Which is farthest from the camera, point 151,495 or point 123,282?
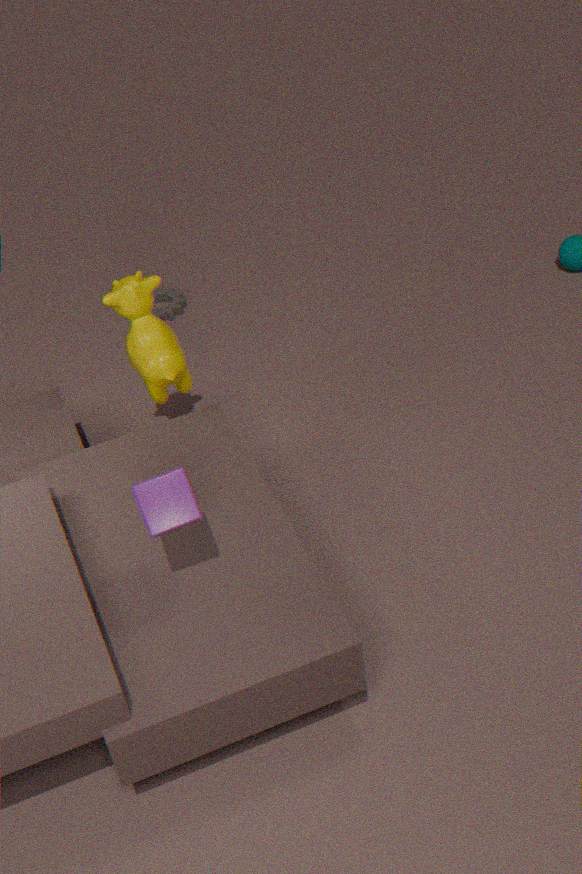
point 123,282
